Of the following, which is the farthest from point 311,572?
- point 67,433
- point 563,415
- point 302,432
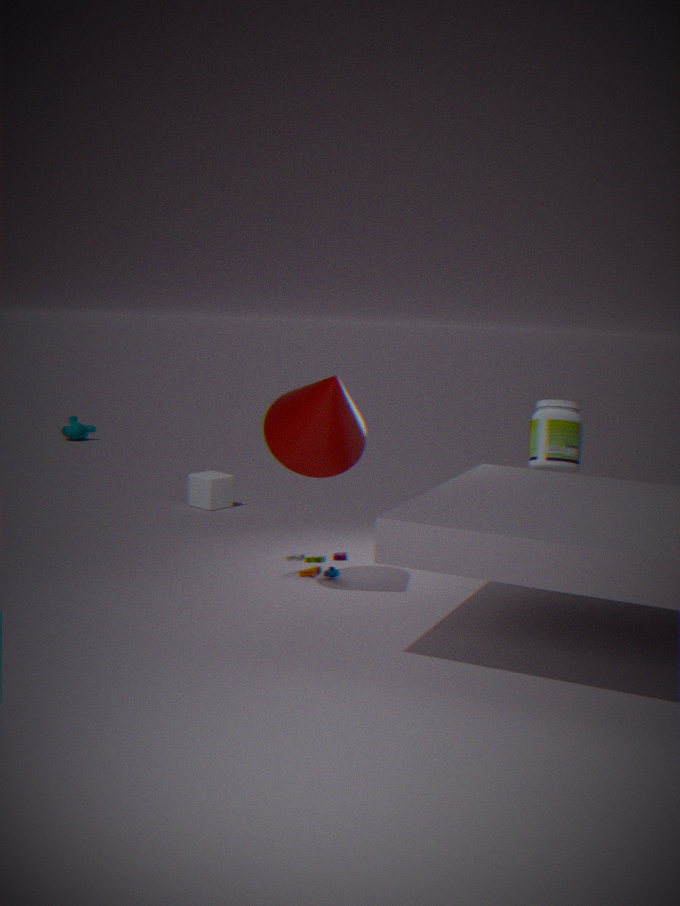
point 67,433
